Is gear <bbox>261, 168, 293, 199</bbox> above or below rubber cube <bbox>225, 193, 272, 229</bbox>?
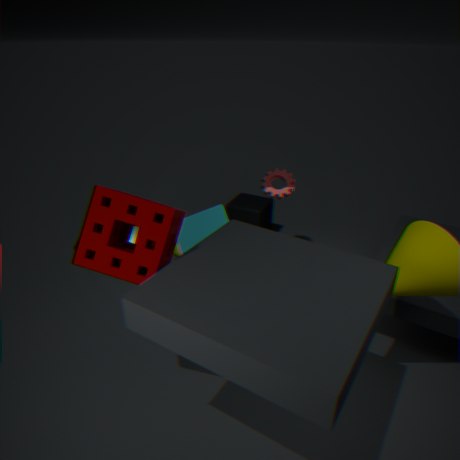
above
